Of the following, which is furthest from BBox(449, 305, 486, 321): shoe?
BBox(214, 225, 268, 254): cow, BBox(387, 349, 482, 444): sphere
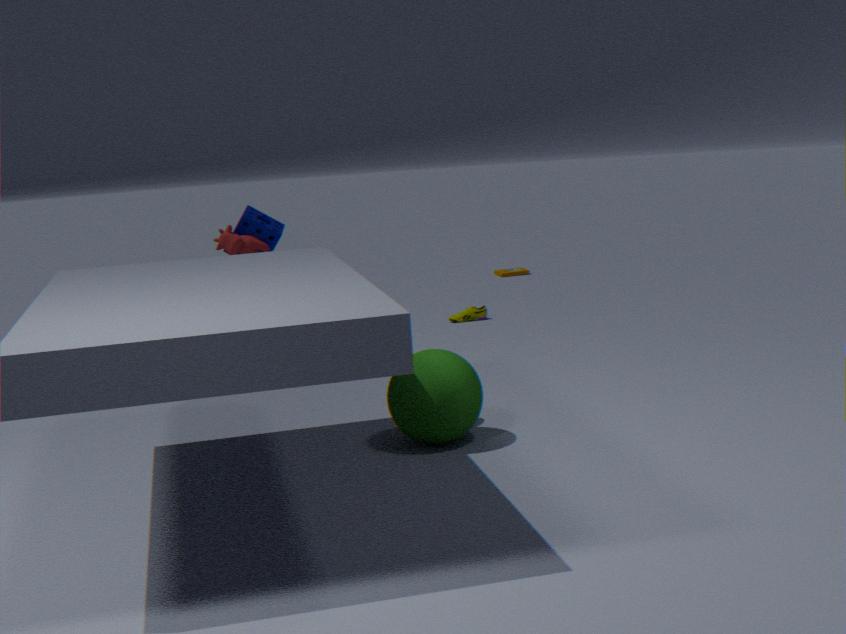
BBox(214, 225, 268, 254): cow
